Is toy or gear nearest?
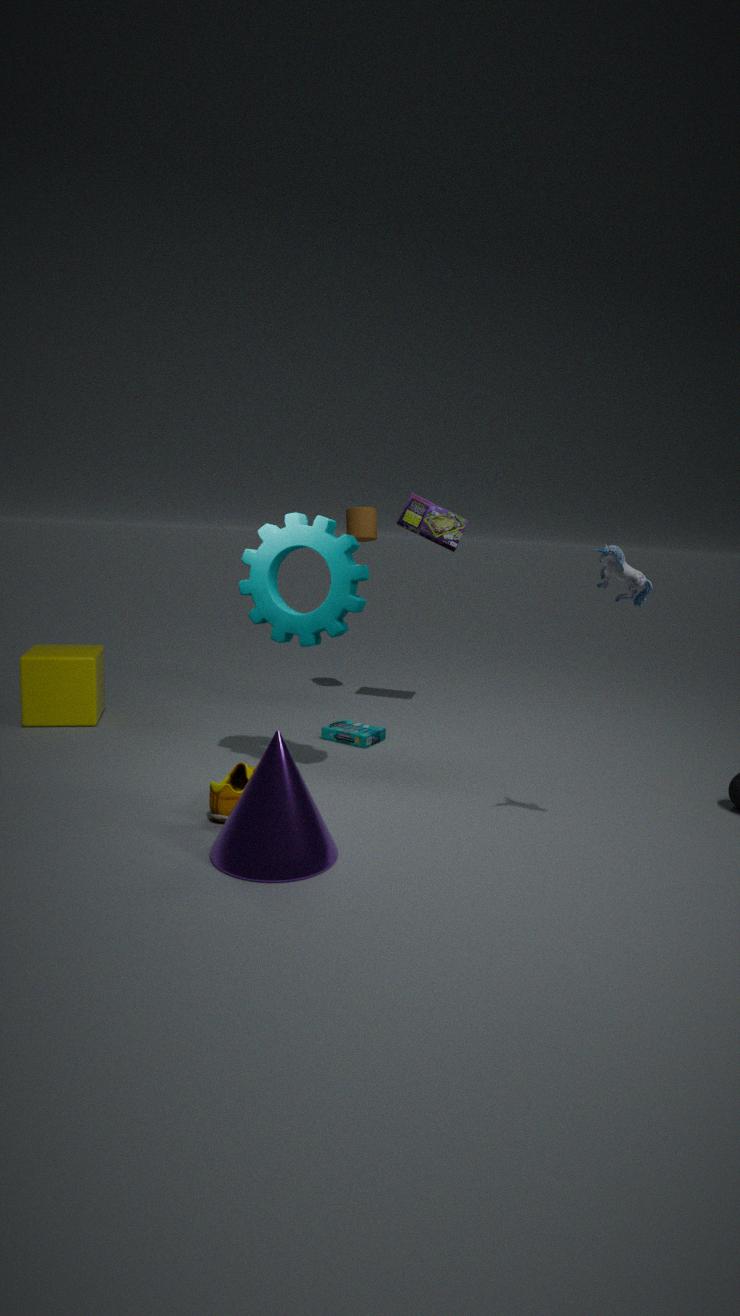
toy
